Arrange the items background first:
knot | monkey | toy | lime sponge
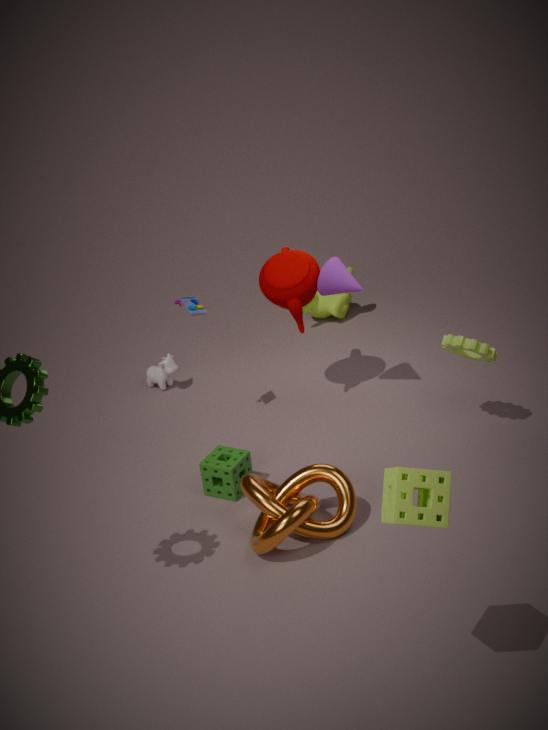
monkey
toy
knot
lime sponge
